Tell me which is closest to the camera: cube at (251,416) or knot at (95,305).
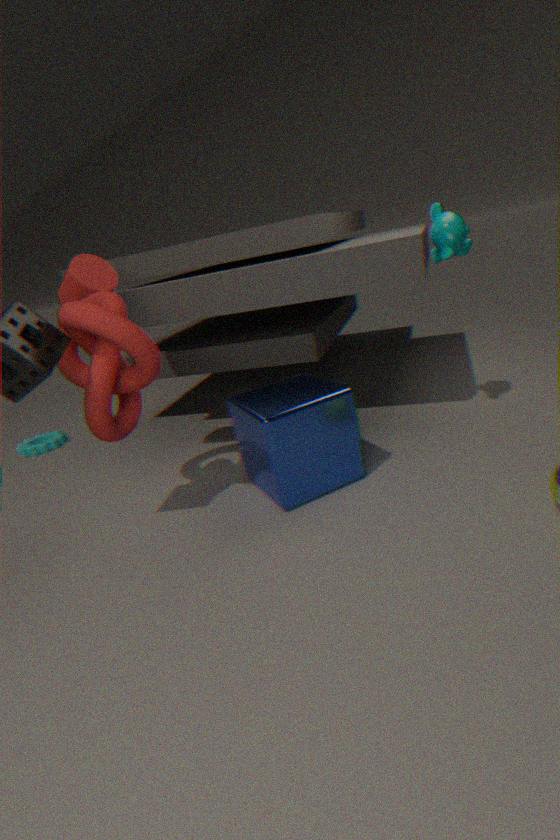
knot at (95,305)
